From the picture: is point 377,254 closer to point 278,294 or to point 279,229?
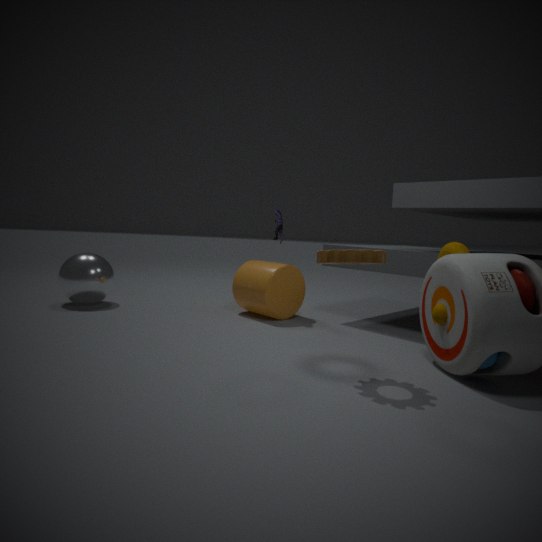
point 279,229
